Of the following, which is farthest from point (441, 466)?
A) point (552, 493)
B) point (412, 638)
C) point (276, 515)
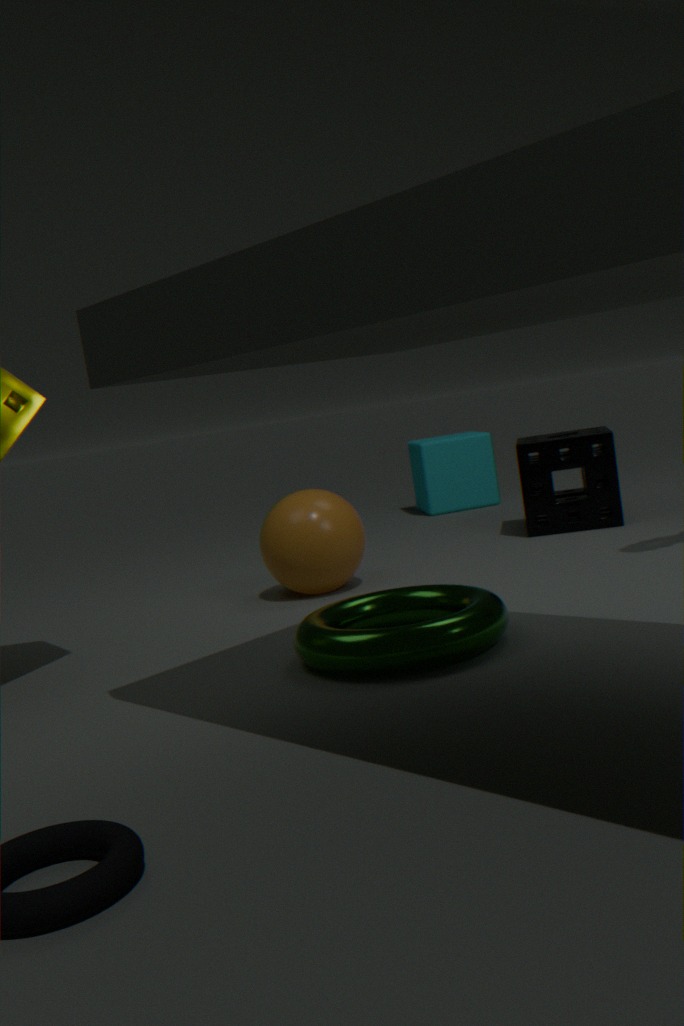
point (412, 638)
